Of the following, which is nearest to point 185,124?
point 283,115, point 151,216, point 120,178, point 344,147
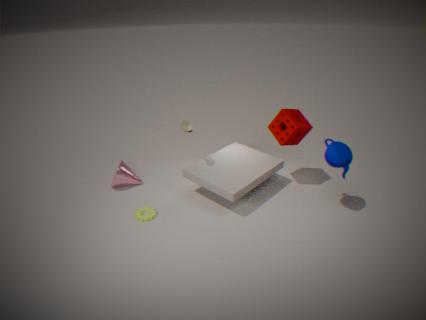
point 151,216
